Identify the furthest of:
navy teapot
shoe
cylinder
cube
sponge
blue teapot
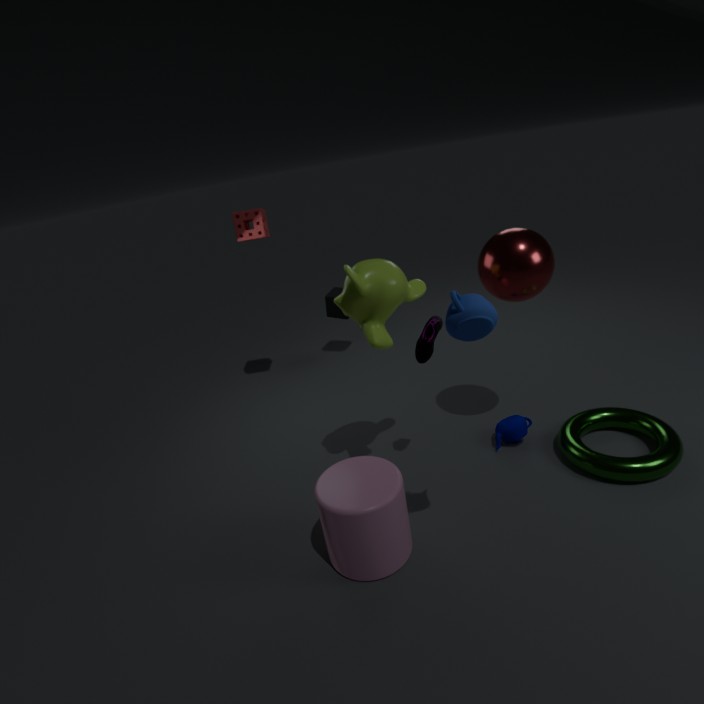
cube
